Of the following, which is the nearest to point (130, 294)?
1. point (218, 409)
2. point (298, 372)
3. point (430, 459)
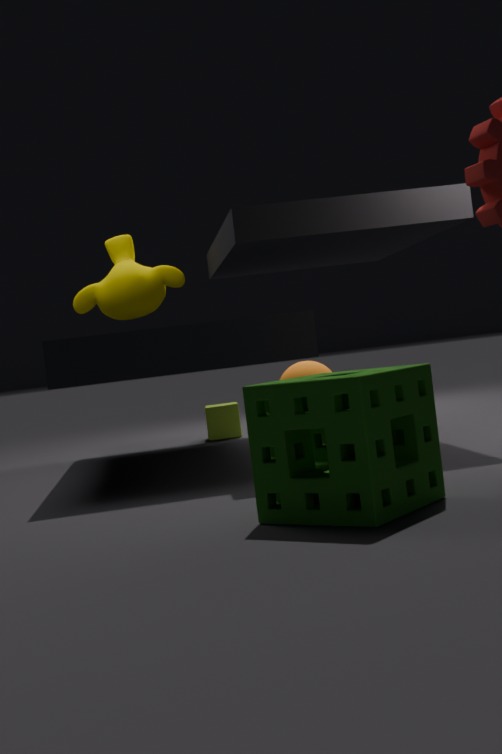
point (218, 409)
